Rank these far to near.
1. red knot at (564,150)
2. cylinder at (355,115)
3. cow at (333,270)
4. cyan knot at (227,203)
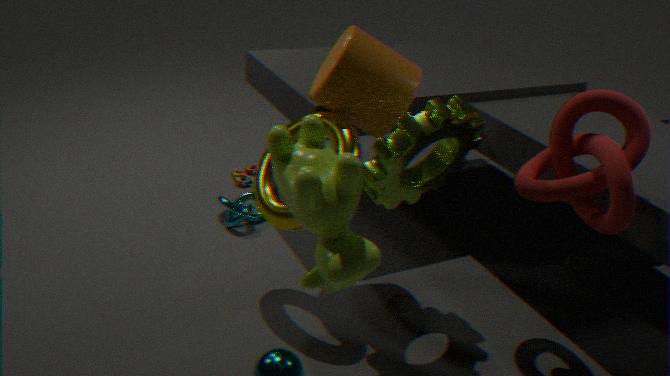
cyan knot at (227,203)
cylinder at (355,115)
red knot at (564,150)
cow at (333,270)
